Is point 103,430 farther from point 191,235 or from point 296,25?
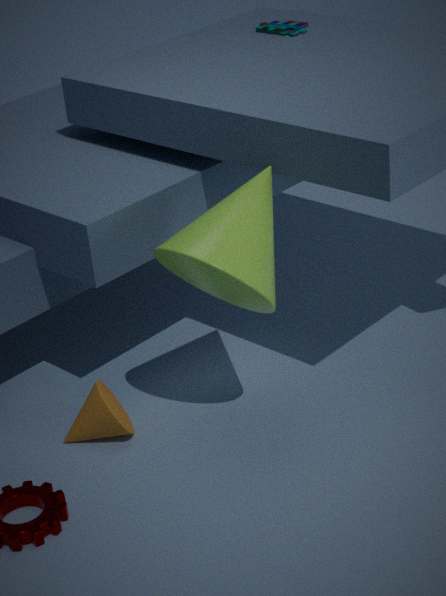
point 296,25
